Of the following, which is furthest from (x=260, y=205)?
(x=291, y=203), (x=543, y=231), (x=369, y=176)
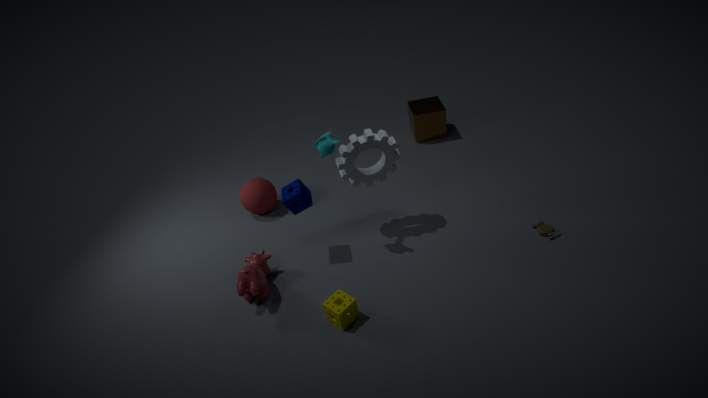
(x=543, y=231)
